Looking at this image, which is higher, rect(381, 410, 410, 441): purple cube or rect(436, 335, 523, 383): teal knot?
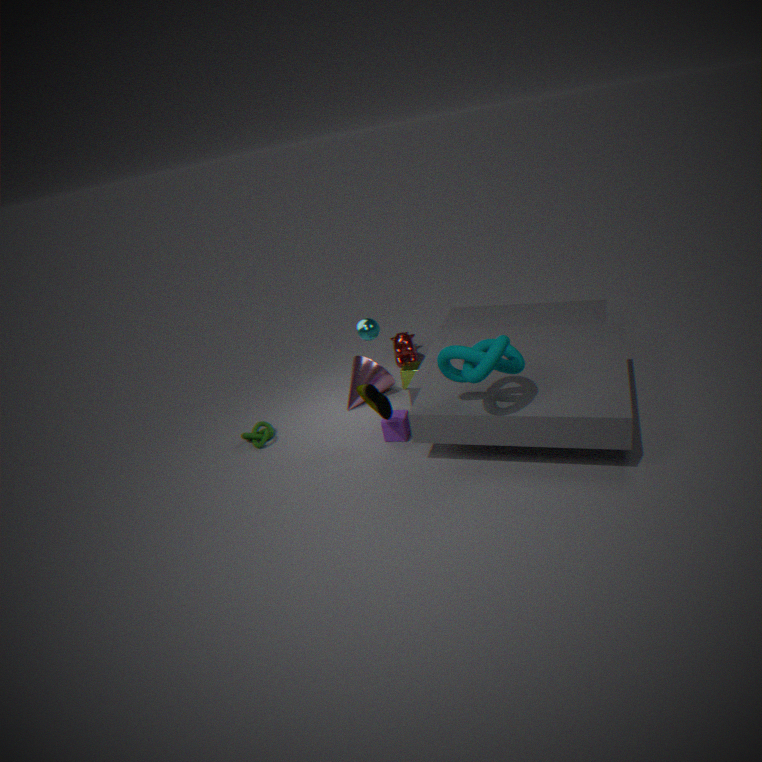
rect(436, 335, 523, 383): teal knot
